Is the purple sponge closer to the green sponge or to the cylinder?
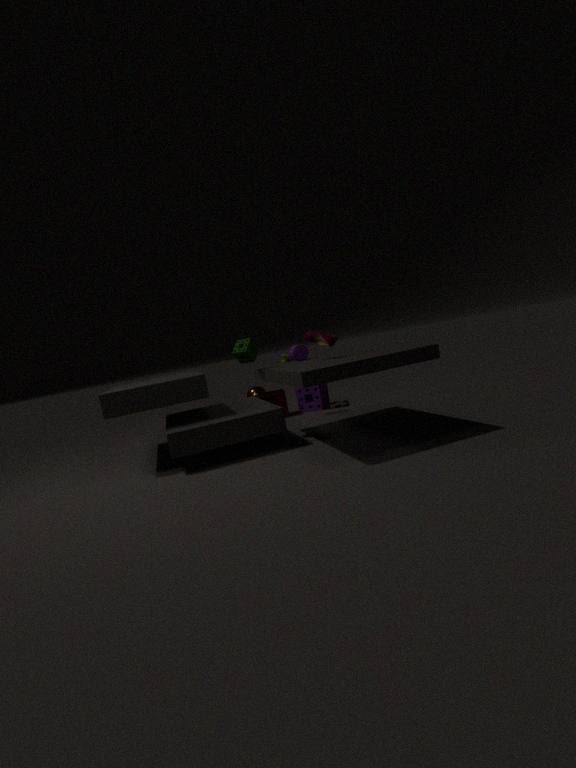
the cylinder
